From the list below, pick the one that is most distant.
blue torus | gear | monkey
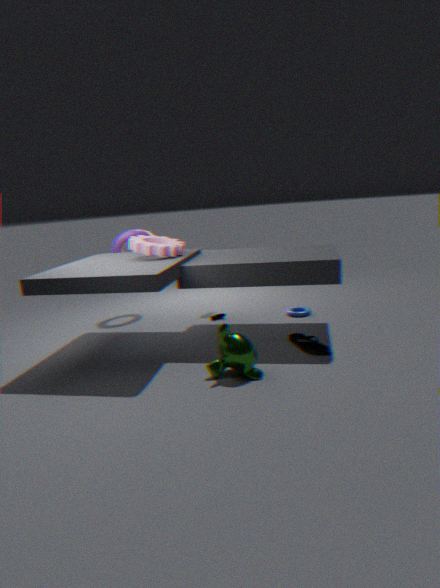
blue torus
